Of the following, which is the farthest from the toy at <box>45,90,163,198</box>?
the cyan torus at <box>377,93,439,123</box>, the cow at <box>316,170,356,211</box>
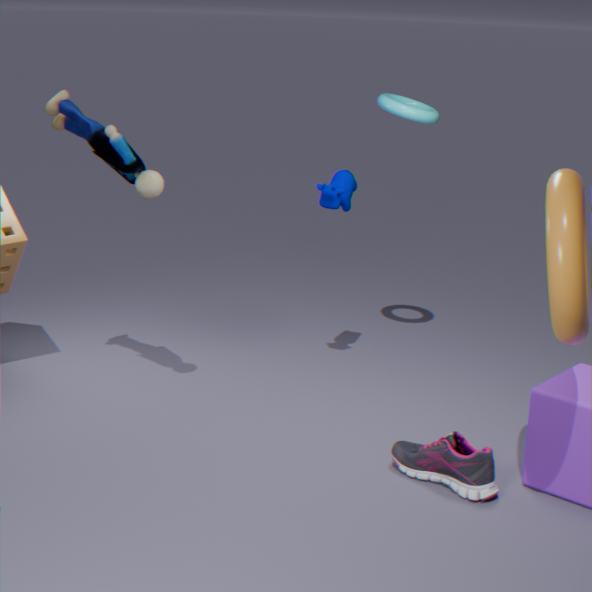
the cyan torus at <box>377,93,439,123</box>
